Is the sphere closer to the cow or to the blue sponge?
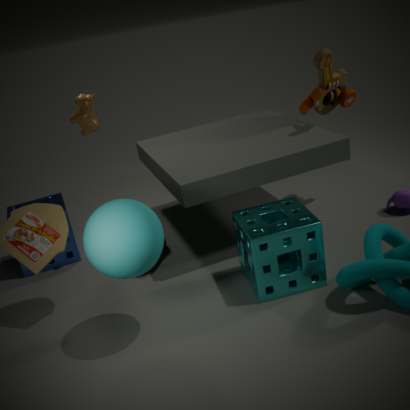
the cow
